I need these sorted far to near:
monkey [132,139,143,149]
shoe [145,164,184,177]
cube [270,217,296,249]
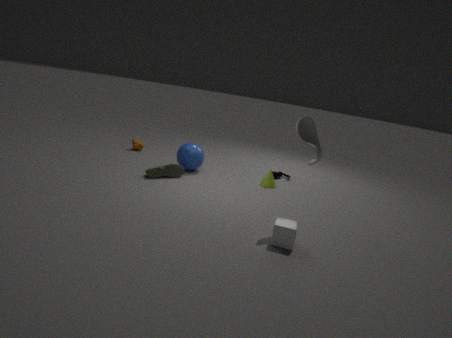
monkey [132,139,143,149], shoe [145,164,184,177], cube [270,217,296,249]
